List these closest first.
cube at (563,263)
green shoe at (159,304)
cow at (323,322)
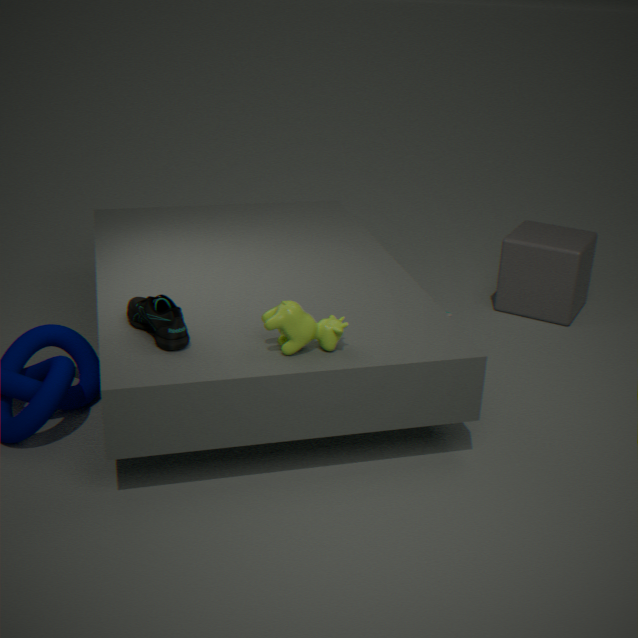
cow at (323,322) < green shoe at (159,304) < cube at (563,263)
